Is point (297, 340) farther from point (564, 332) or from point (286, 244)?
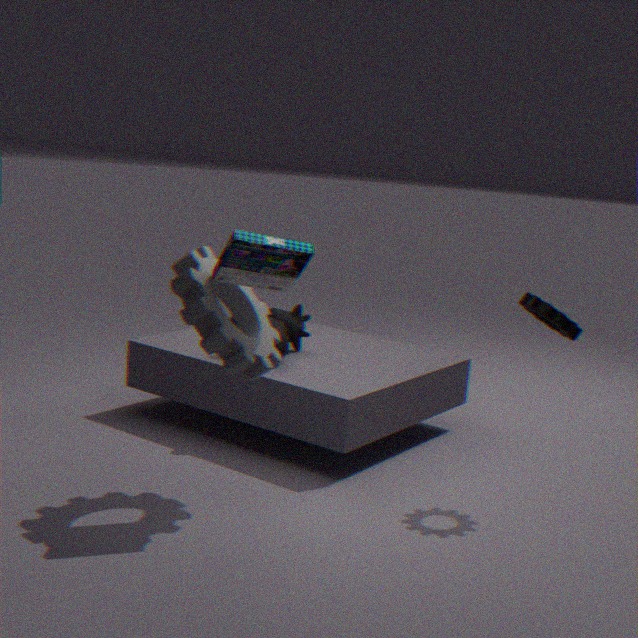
point (564, 332)
